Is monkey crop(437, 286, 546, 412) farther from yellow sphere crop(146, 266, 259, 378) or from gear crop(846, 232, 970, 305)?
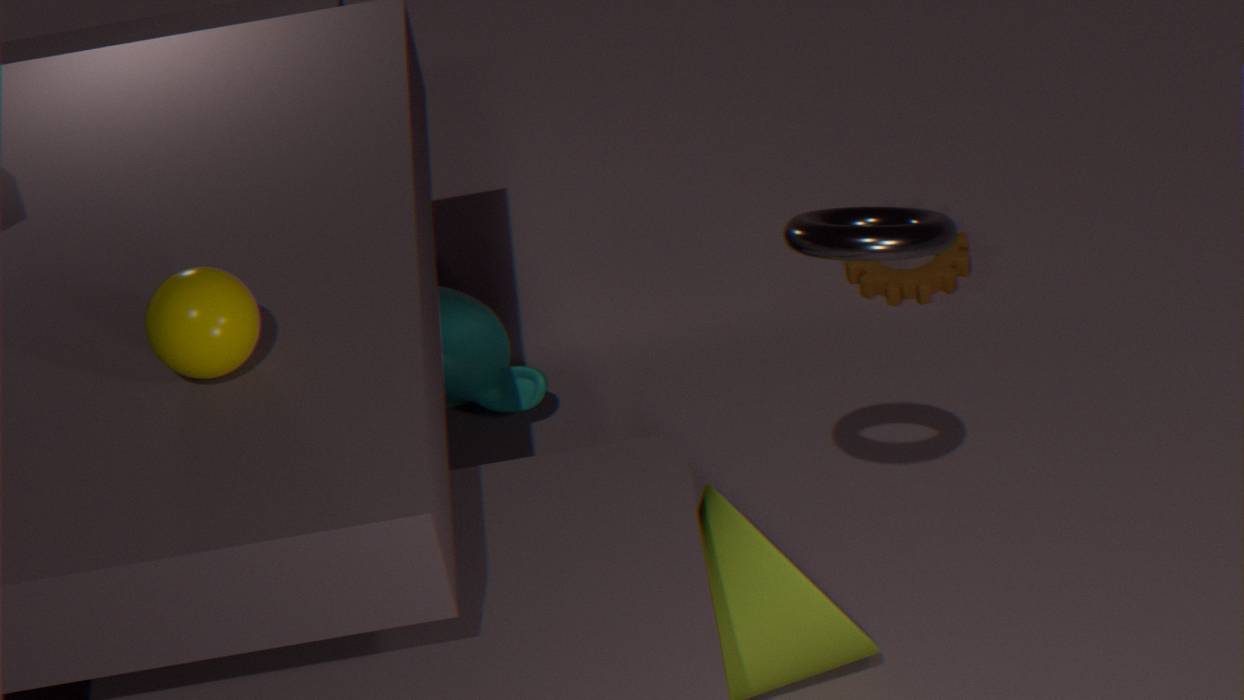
yellow sphere crop(146, 266, 259, 378)
